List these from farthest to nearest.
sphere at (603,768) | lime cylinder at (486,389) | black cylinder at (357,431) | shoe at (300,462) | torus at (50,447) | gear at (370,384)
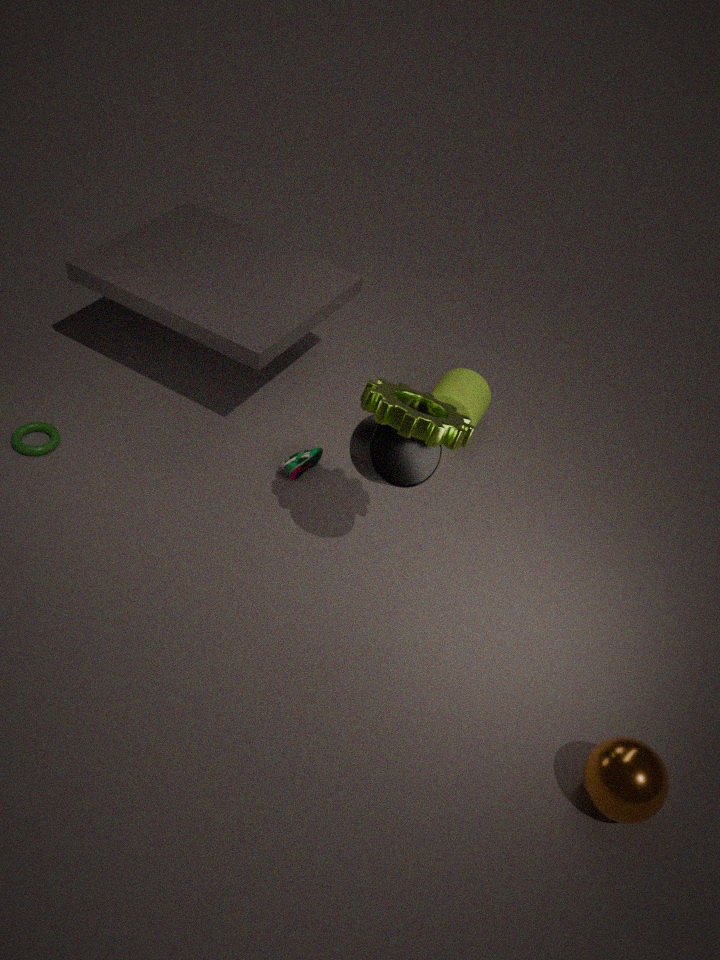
lime cylinder at (486,389) < shoe at (300,462) < torus at (50,447) < black cylinder at (357,431) < gear at (370,384) < sphere at (603,768)
